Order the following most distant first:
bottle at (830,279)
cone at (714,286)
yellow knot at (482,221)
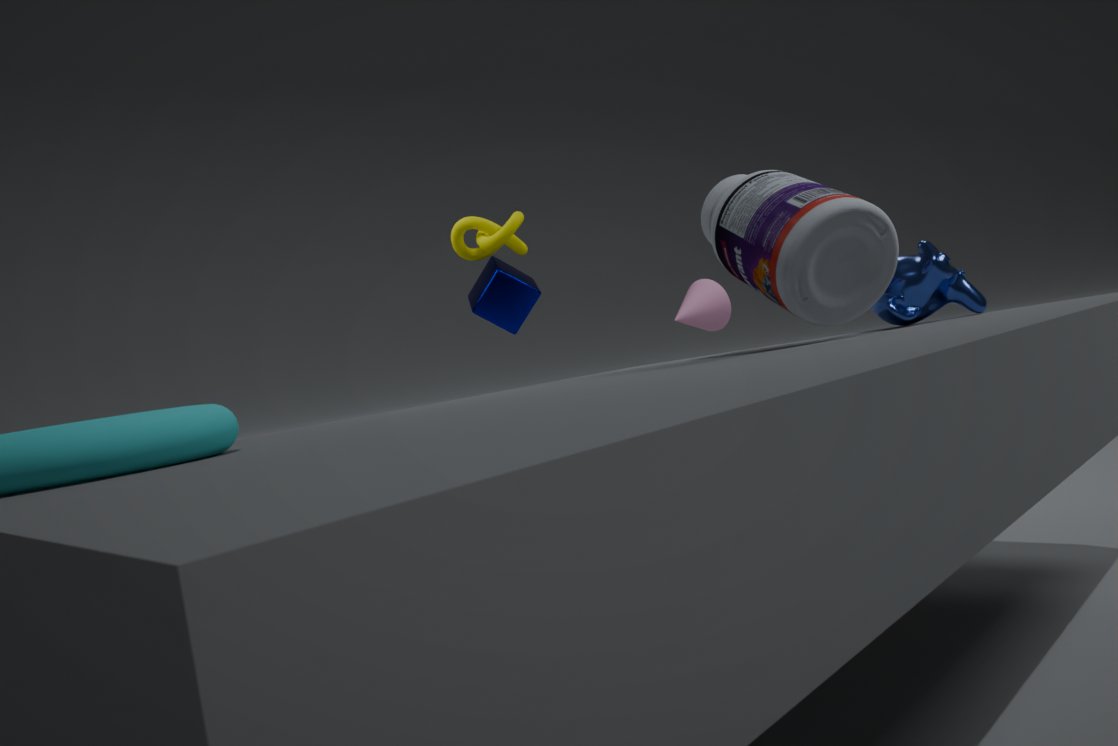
1. cone at (714,286)
2. yellow knot at (482,221)
3. bottle at (830,279)
